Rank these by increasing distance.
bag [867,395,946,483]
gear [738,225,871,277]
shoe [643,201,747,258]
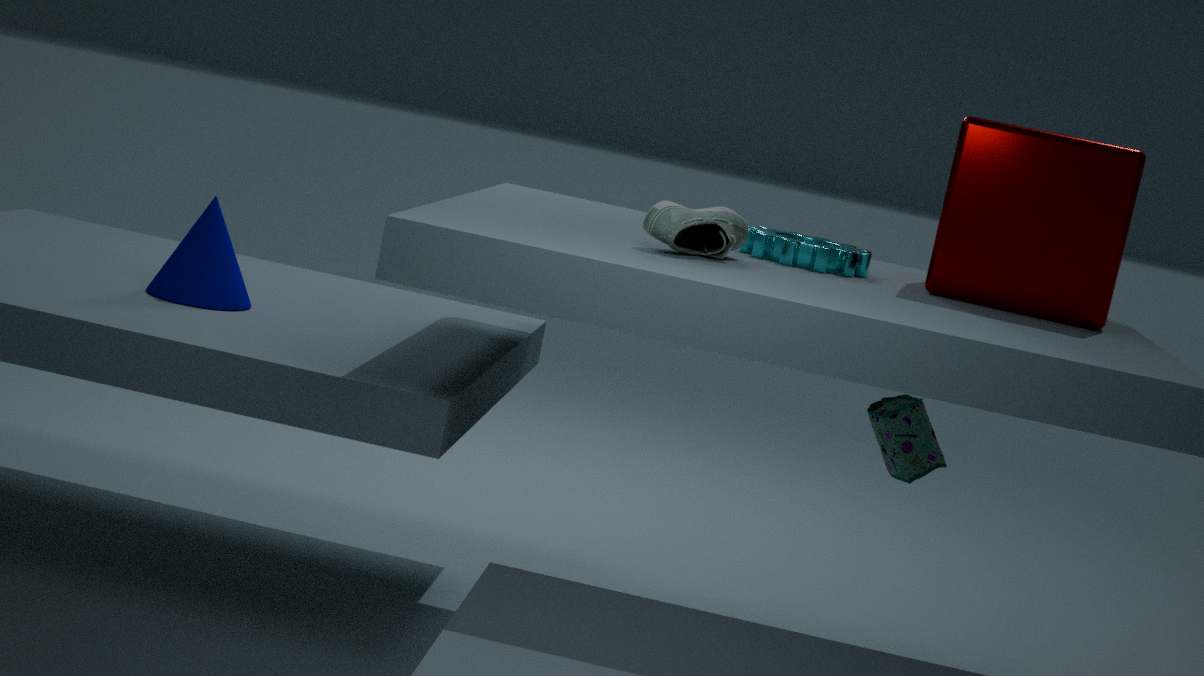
shoe [643,201,747,258] → bag [867,395,946,483] → gear [738,225,871,277]
